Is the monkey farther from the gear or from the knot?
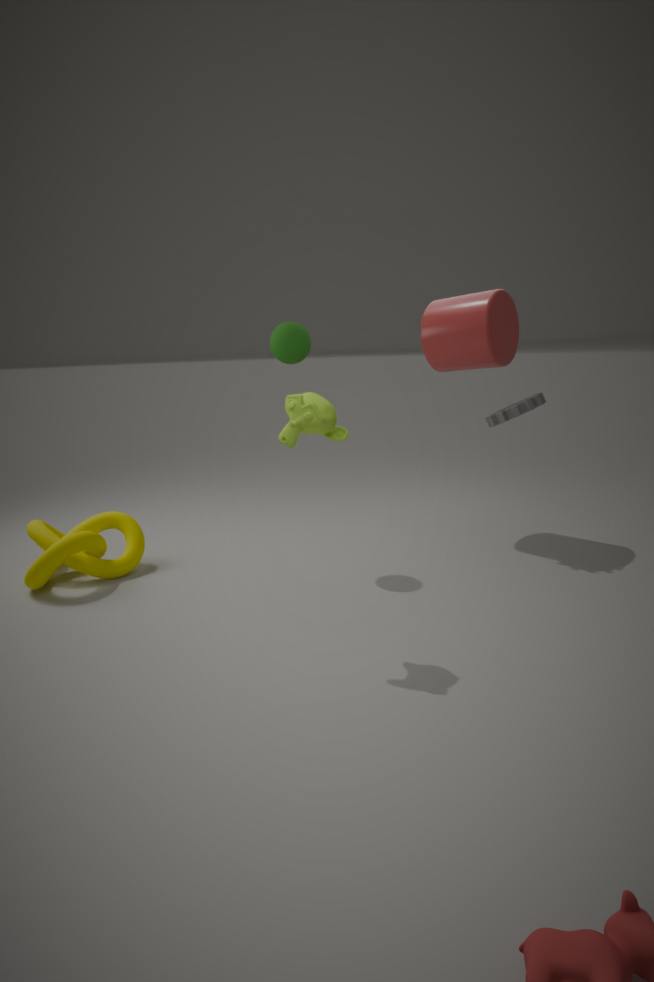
the knot
